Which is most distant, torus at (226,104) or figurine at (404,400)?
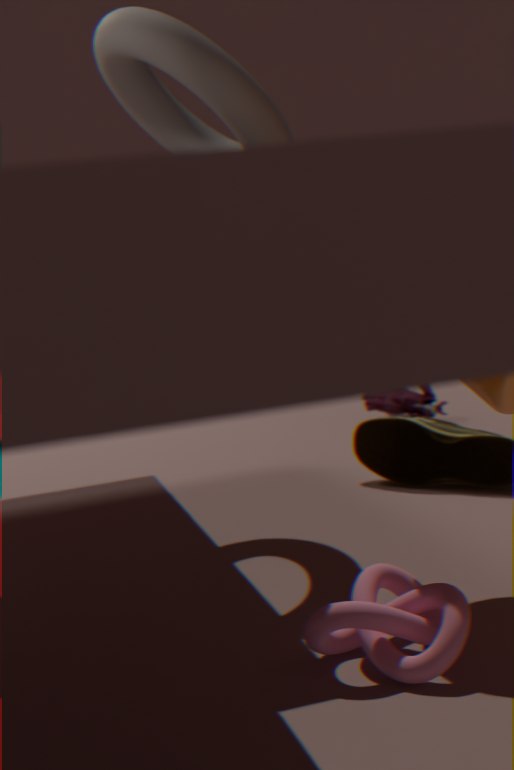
figurine at (404,400)
